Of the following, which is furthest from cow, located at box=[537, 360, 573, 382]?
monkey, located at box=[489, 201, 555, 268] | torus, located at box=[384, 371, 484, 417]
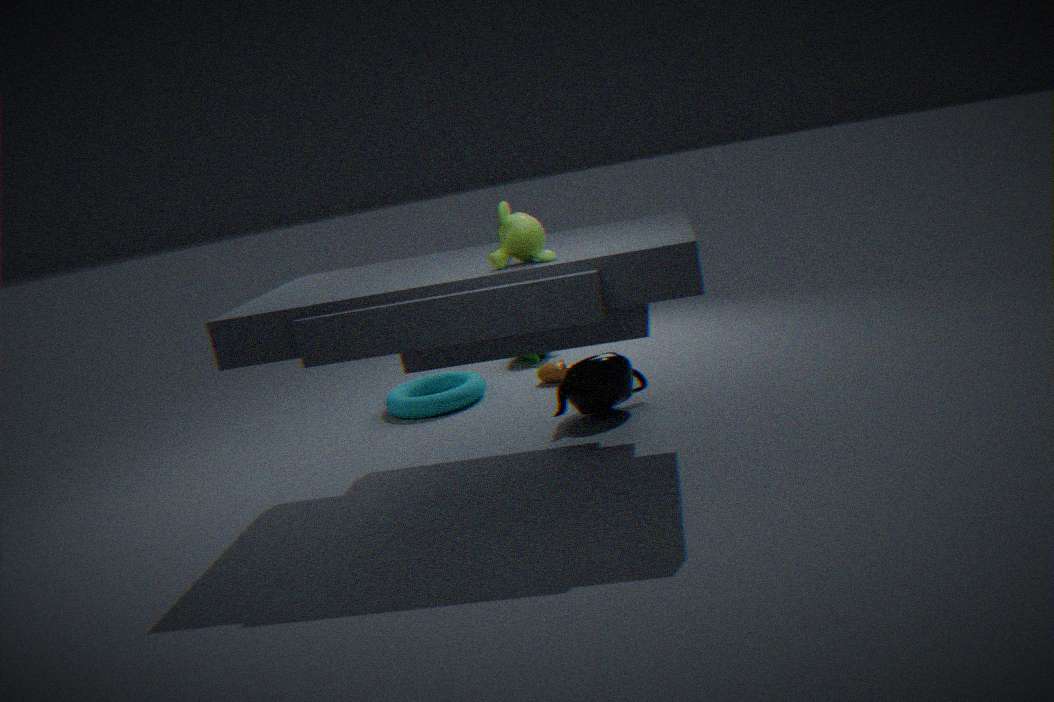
monkey, located at box=[489, 201, 555, 268]
